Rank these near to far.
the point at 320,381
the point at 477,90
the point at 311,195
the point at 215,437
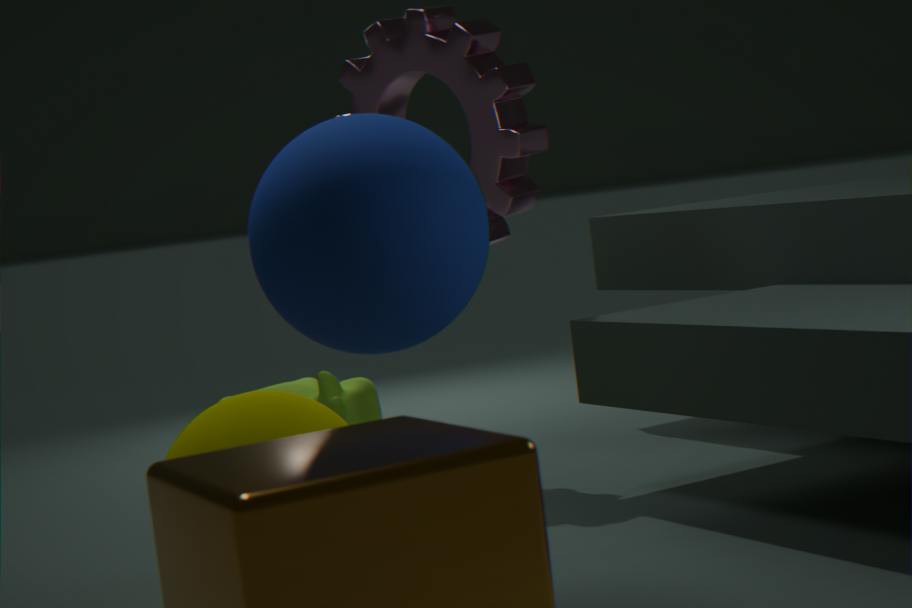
the point at 311,195
the point at 215,437
the point at 477,90
the point at 320,381
